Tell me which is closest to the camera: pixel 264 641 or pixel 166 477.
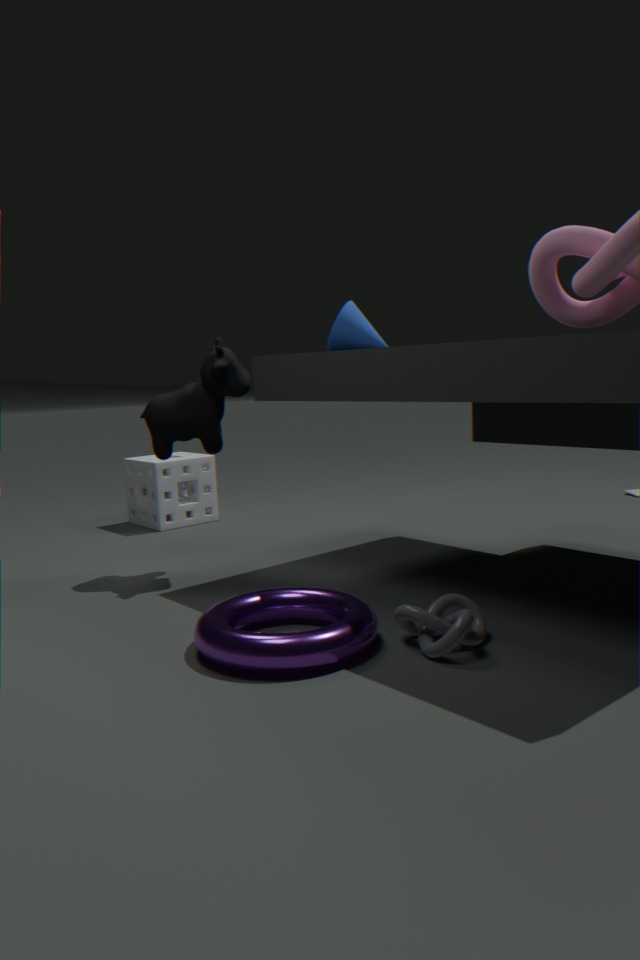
pixel 264 641
